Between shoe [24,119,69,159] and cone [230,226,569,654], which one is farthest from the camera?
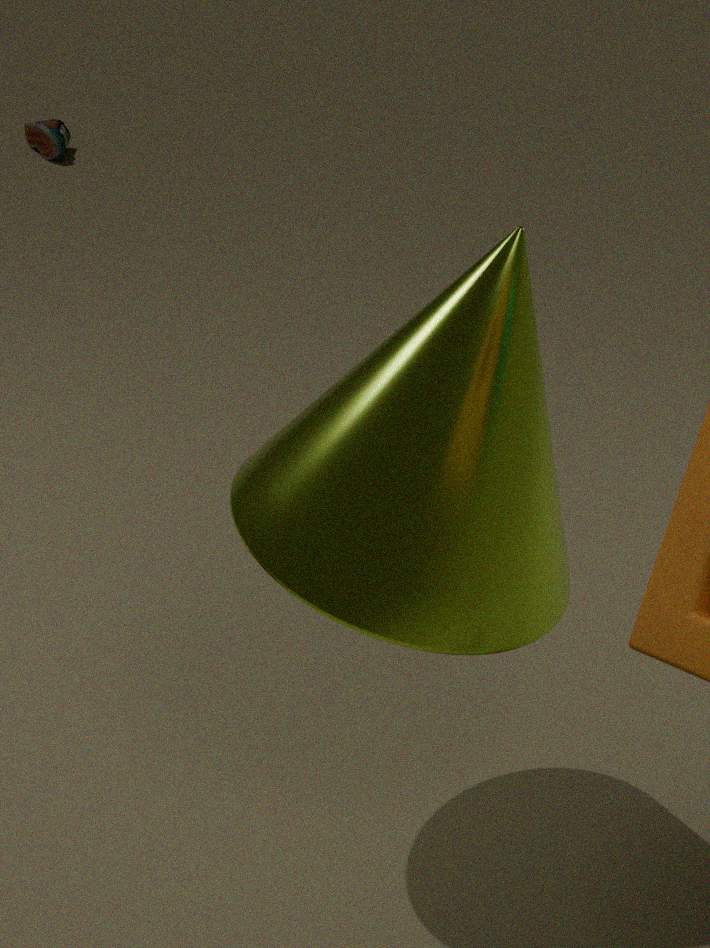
shoe [24,119,69,159]
